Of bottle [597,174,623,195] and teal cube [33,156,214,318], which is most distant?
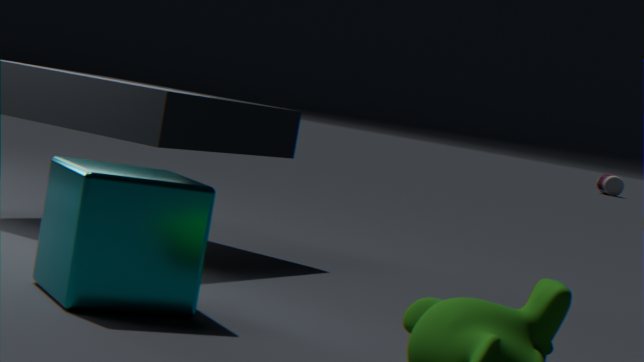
bottle [597,174,623,195]
